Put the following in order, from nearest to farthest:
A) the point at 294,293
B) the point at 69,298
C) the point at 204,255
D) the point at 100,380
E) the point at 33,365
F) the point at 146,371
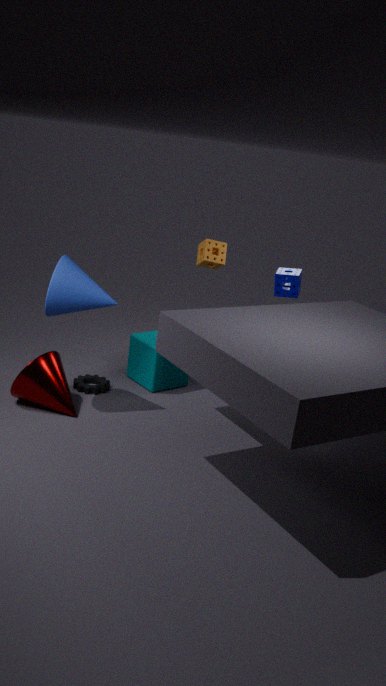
1. the point at 69,298
2. the point at 33,365
3. the point at 100,380
4. the point at 146,371
5. the point at 294,293
6. the point at 204,255
